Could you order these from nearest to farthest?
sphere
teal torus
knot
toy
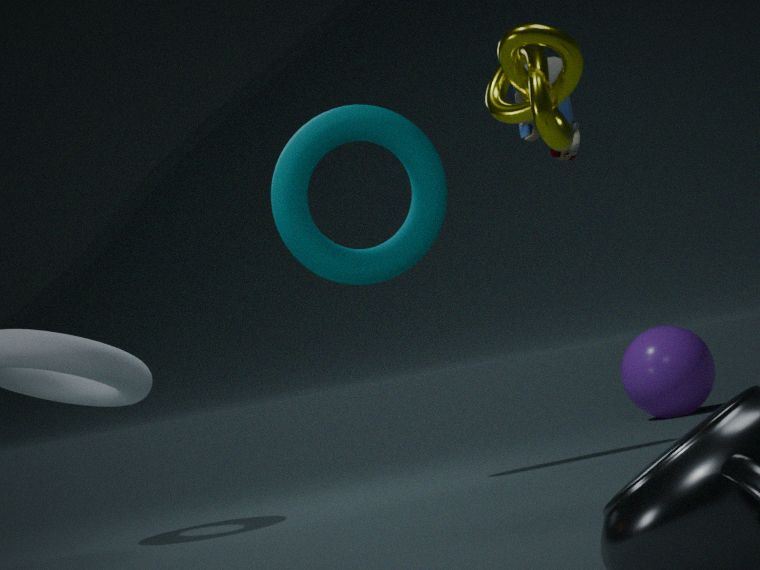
knot
toy
teal torus
sphere
